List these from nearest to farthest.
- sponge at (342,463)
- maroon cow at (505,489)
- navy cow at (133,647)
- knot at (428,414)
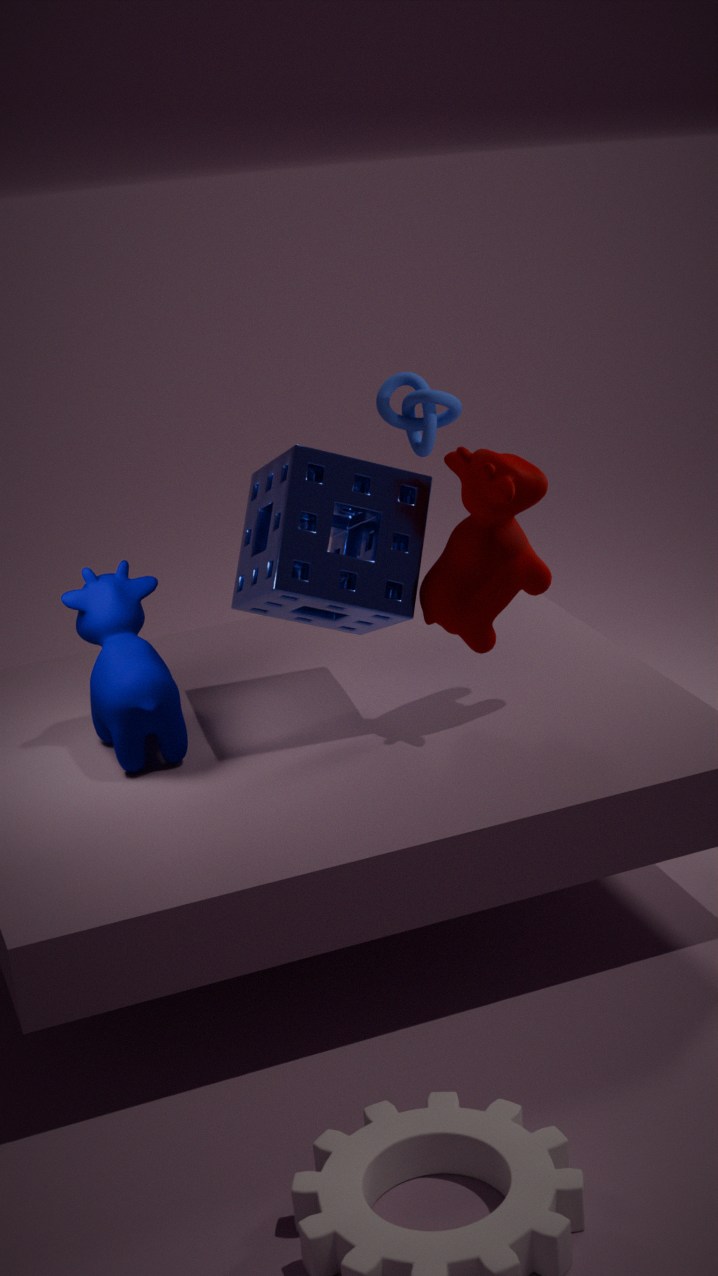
maroon cow at (505,489) < navy cow at (133,647) < sponge at (342,463) < knot at (428,414)
